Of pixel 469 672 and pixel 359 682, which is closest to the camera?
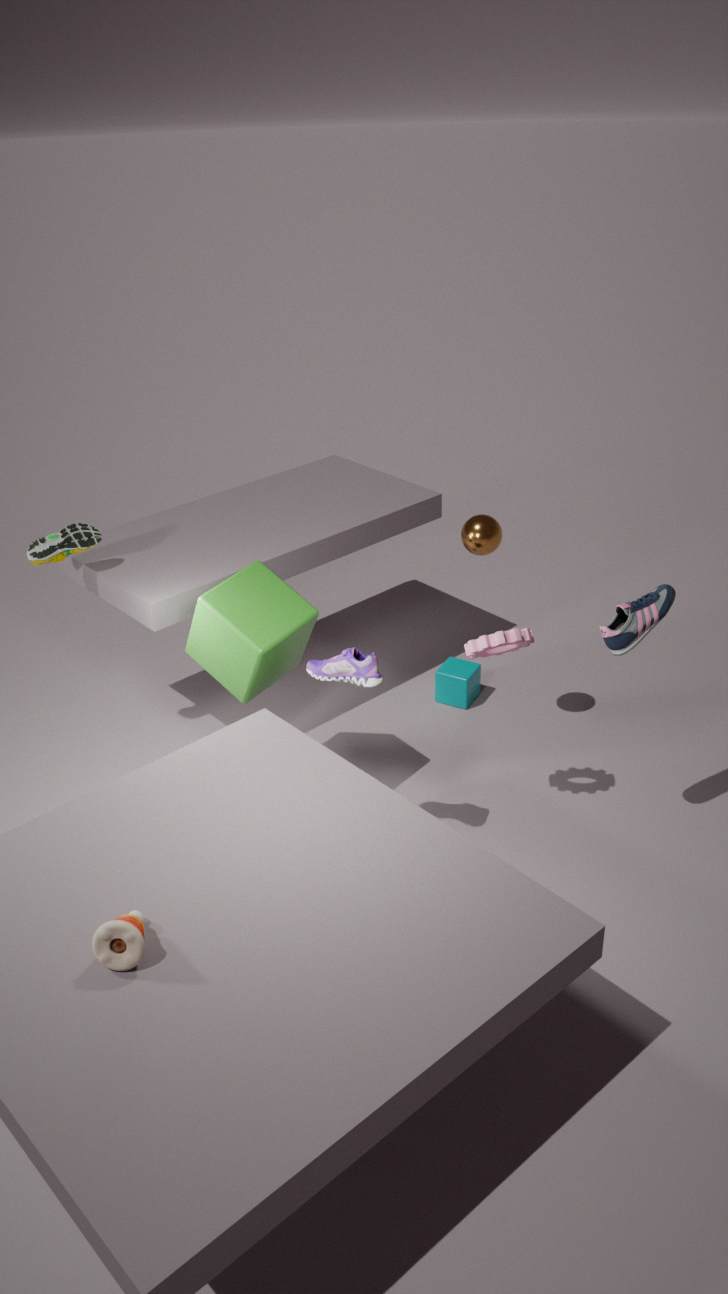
pixel 359 682
